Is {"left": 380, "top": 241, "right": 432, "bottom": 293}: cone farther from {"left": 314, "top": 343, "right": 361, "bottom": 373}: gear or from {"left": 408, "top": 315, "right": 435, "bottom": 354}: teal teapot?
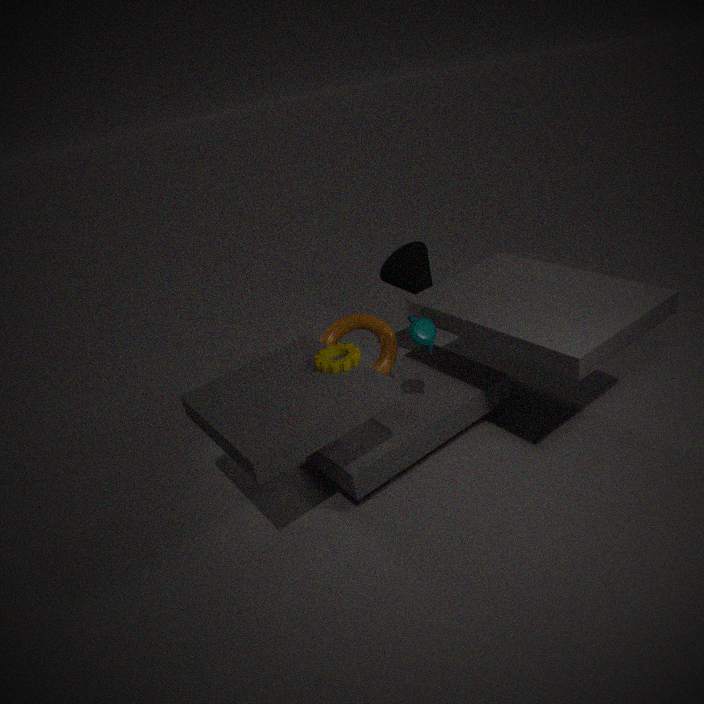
{"left": 314, "top": 343, "right": 361, "bottom": 373}: gear
